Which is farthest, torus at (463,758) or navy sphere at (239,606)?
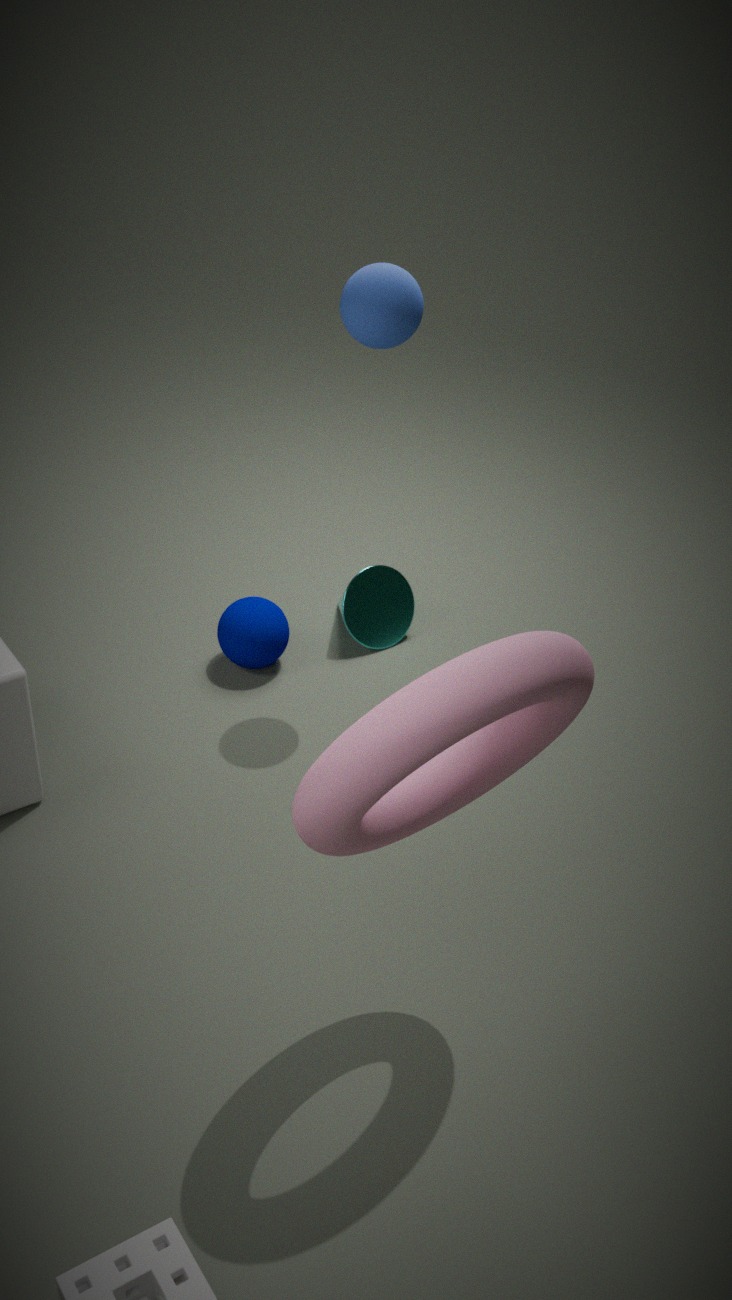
navy sphere at (239,606)
